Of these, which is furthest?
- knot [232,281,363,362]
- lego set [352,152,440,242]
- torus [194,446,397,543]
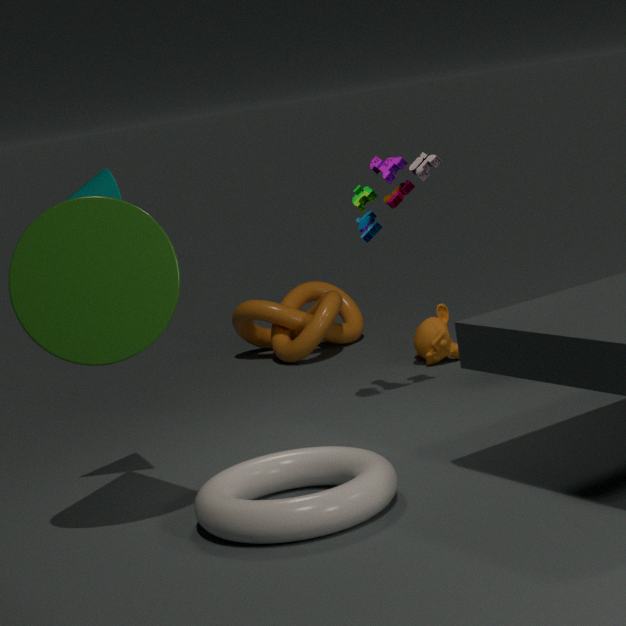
knot [232,281,363,362]
